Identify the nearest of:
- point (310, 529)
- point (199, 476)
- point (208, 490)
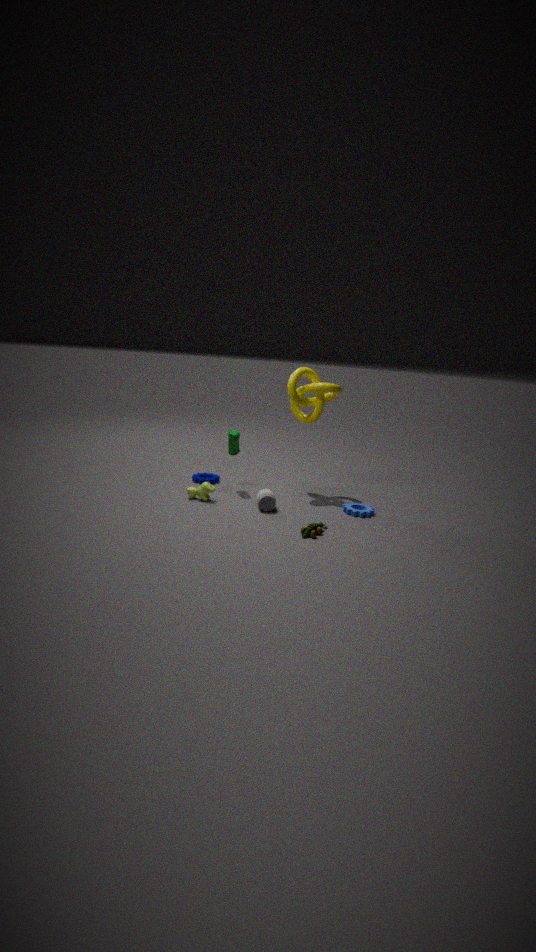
point (310, 529)
